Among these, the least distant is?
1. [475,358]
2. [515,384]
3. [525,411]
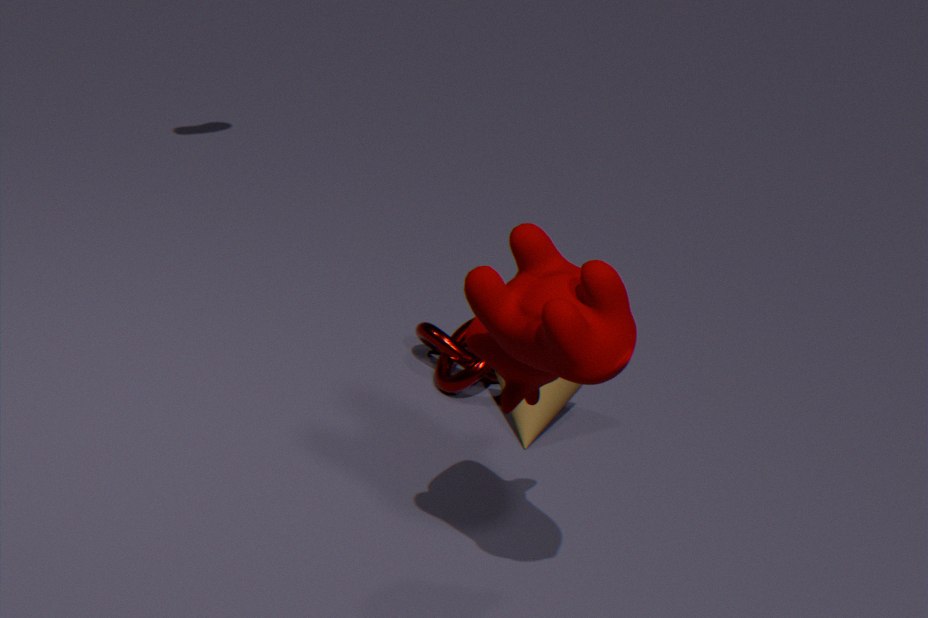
[515,384]
